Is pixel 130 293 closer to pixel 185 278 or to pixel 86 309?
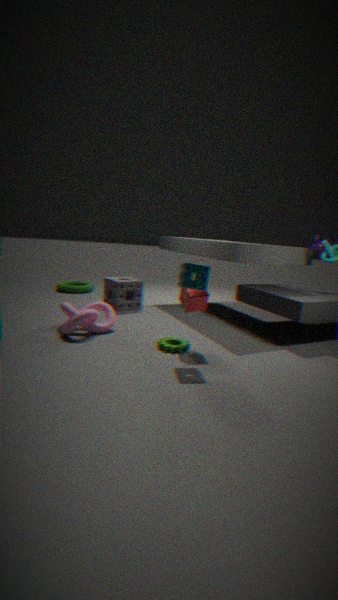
pixel 86 309
